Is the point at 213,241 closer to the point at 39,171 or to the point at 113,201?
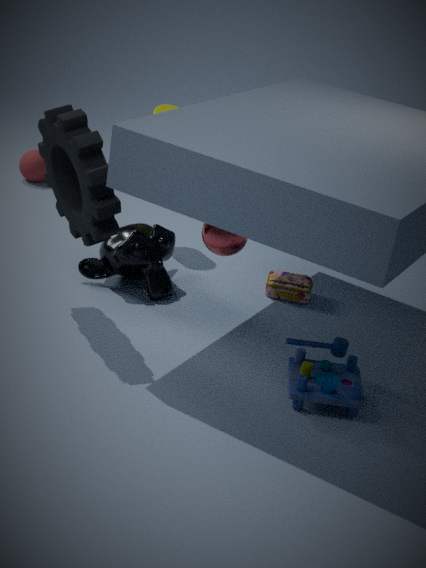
the point at 113,201
